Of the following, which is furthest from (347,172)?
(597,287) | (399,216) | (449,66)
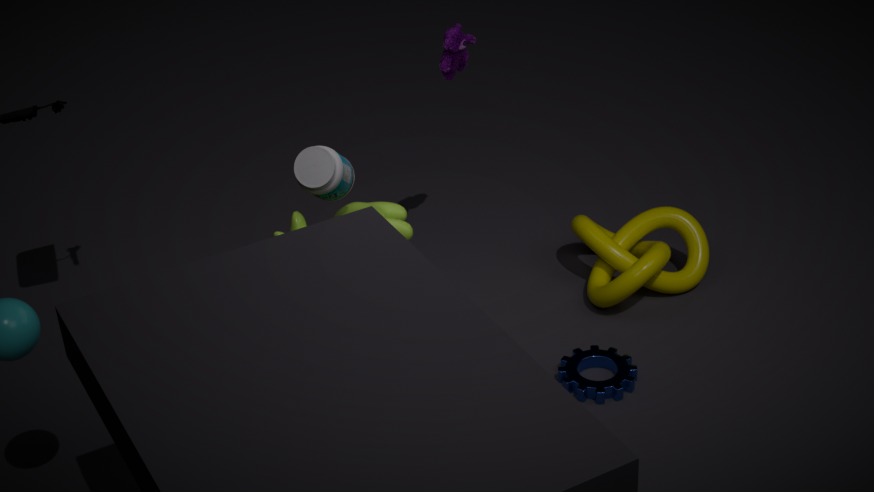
(597,287)
